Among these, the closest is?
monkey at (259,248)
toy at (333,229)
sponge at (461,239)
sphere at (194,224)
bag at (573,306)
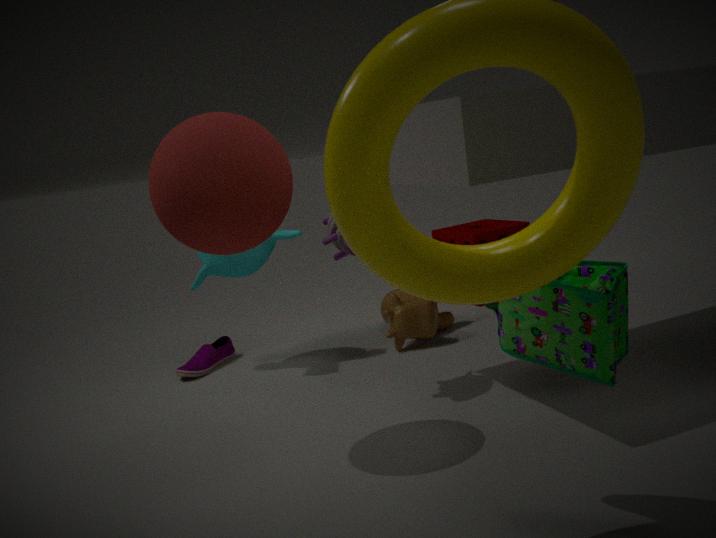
bag at (573,306)
